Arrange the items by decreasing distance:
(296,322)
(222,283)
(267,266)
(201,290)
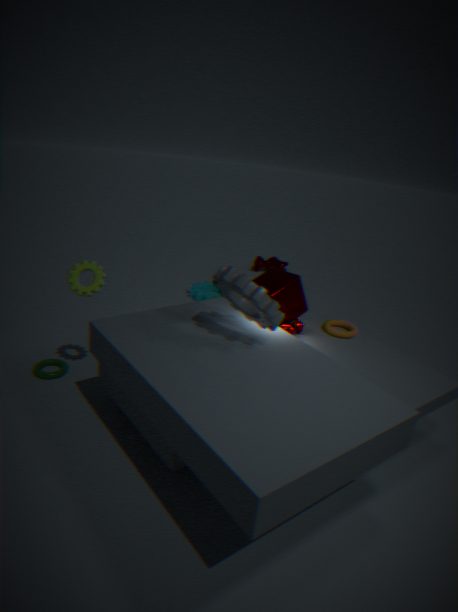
(267,266) → (201,290) → (296,322) → (222,283)
